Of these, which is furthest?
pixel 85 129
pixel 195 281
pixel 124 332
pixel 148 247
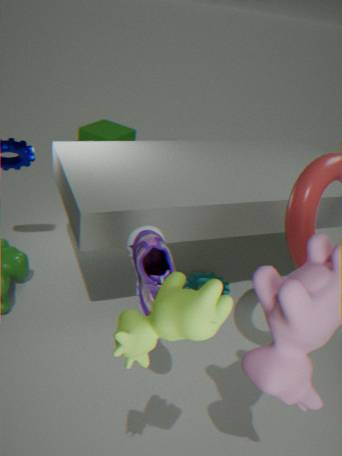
pixel 85 129
